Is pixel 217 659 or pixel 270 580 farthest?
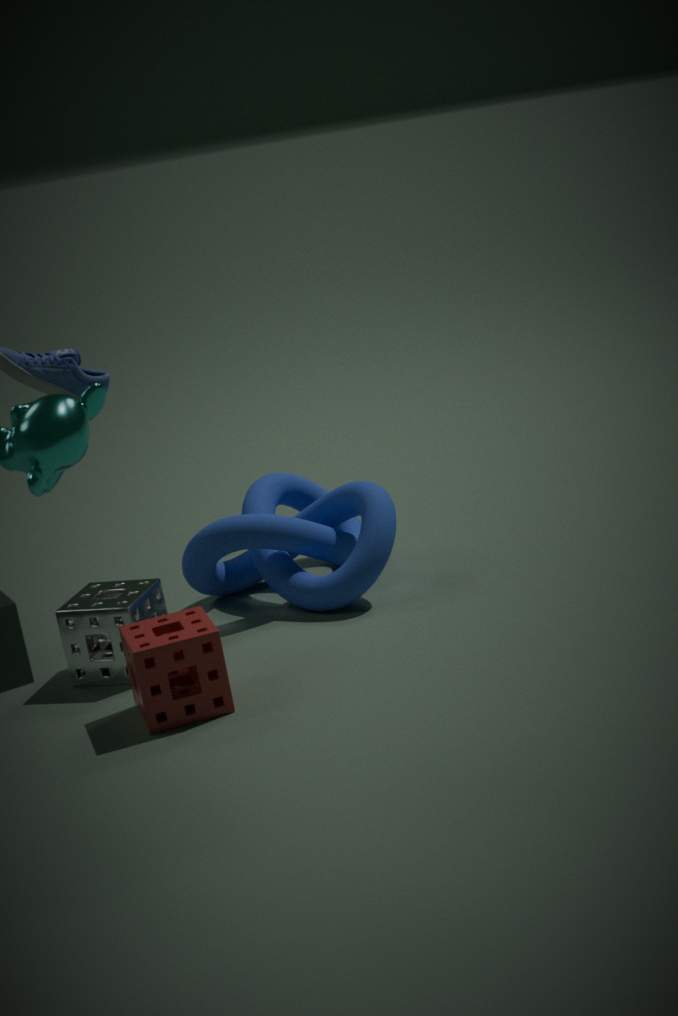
pixel 270 580
